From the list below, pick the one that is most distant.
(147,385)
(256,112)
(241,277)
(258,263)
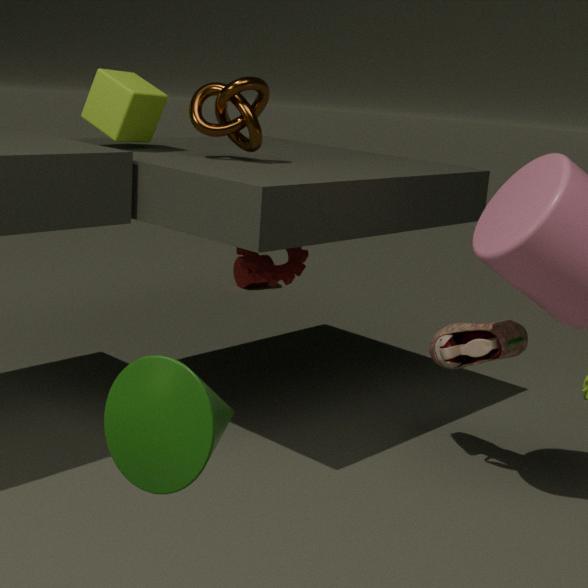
(241,277)
